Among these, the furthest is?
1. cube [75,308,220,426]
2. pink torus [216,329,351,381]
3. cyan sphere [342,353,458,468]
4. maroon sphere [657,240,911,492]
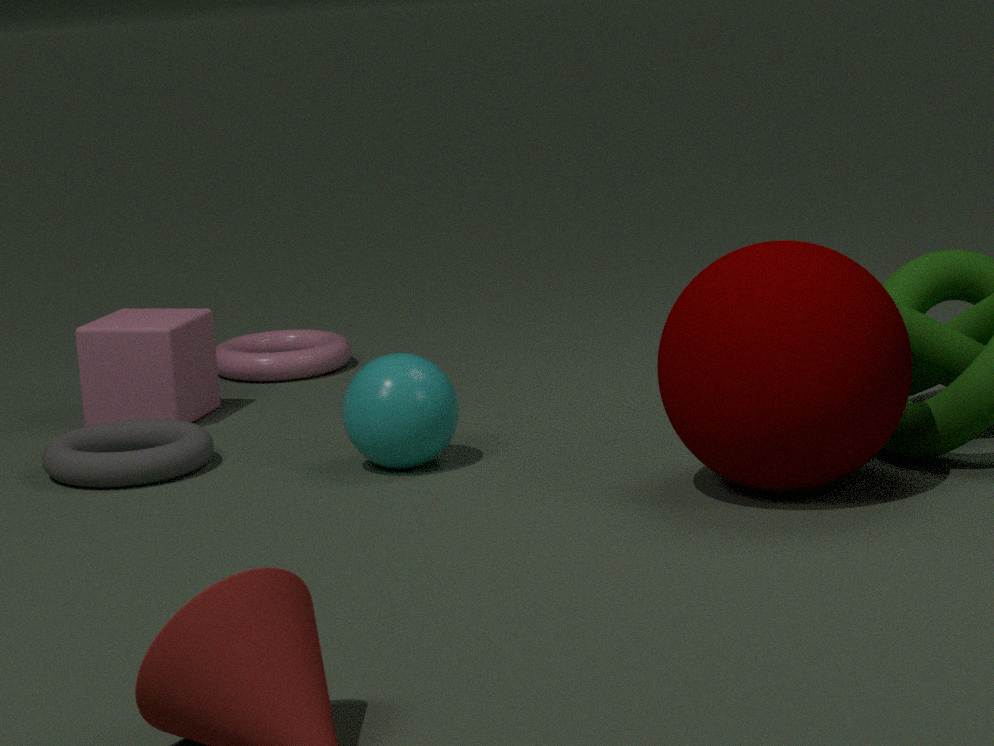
pink torus [216,329,351,381]
